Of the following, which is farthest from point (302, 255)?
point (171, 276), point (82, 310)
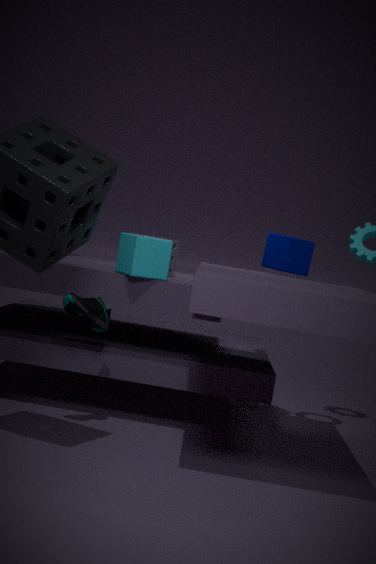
point (82, 310)
